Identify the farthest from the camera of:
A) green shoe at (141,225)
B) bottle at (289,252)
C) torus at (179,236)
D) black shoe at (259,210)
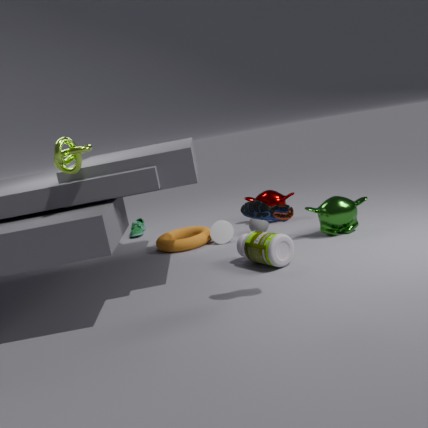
green shoe at (141,225)
